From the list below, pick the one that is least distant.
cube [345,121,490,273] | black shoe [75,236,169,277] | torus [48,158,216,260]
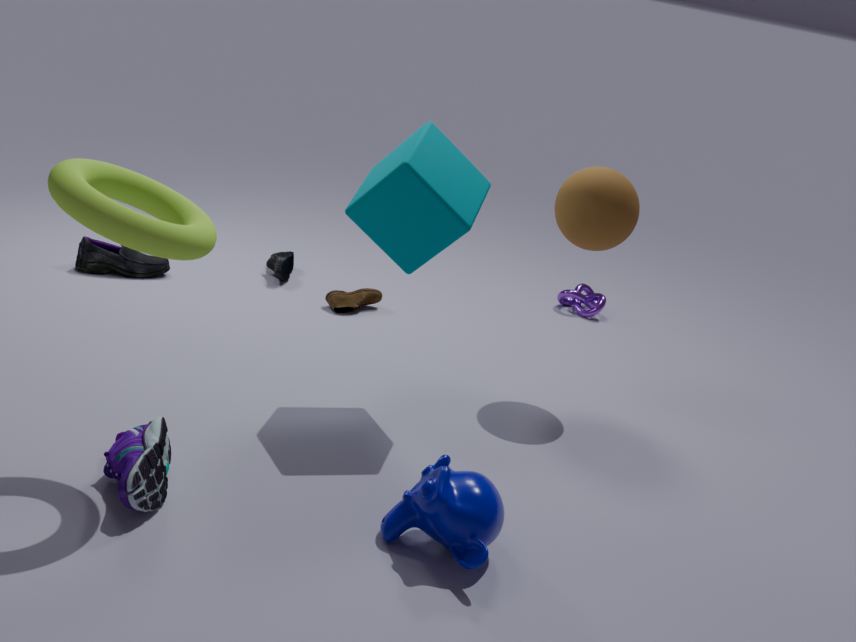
torus [48,158,216,260]
